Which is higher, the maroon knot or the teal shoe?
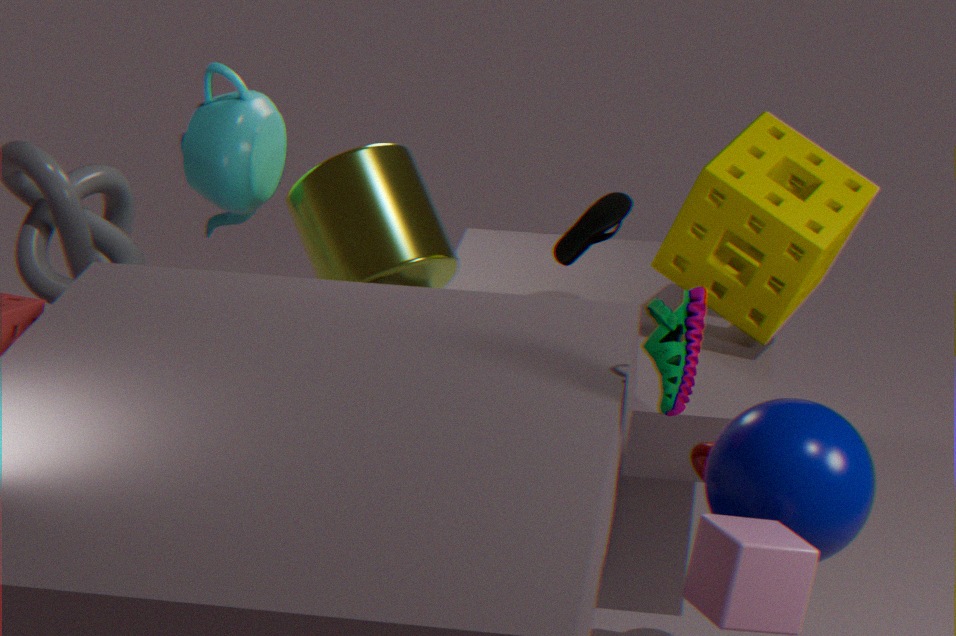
the teal shoe
